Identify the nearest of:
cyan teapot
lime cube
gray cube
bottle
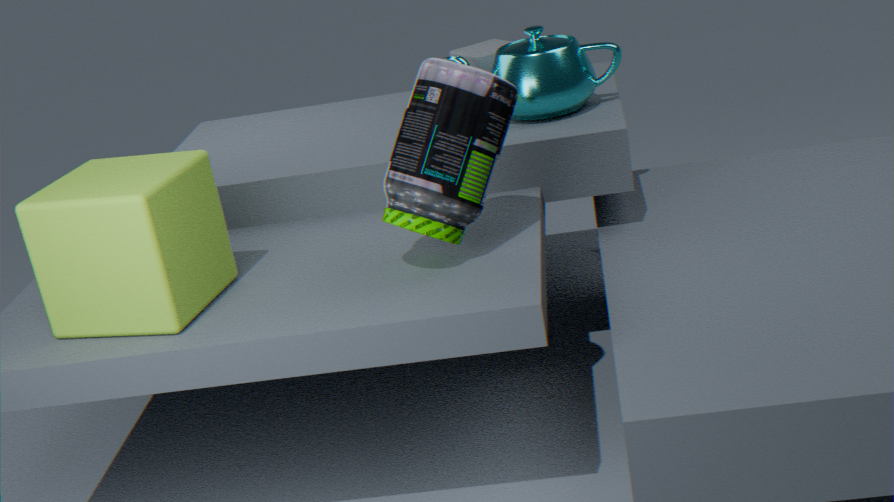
lime cube
